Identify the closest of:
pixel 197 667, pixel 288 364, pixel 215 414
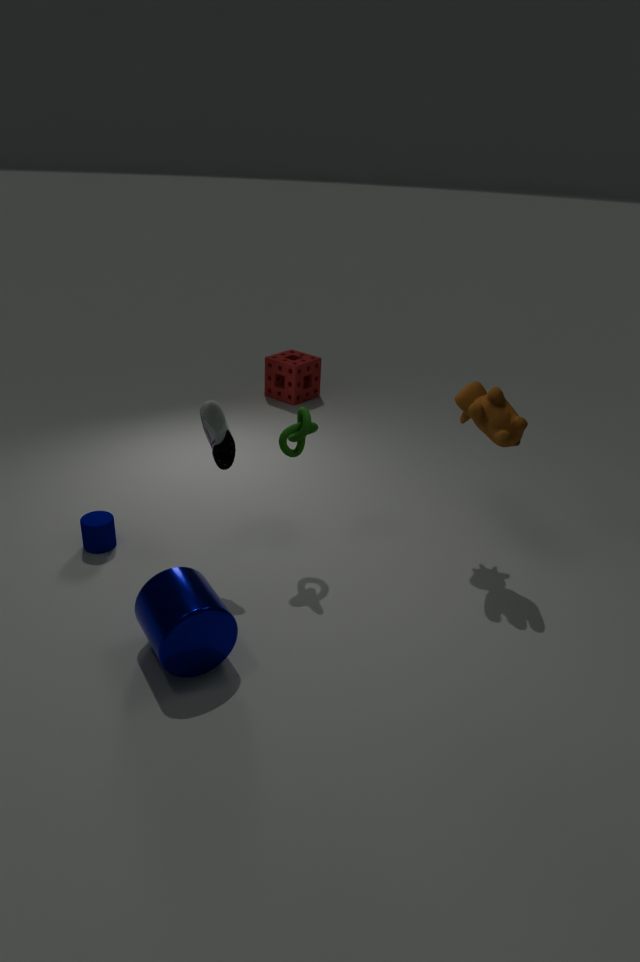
pixel 197 667
